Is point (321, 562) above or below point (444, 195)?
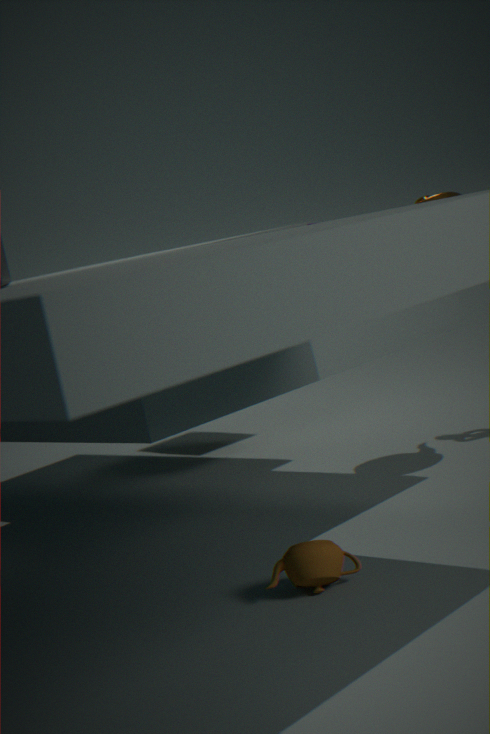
below
